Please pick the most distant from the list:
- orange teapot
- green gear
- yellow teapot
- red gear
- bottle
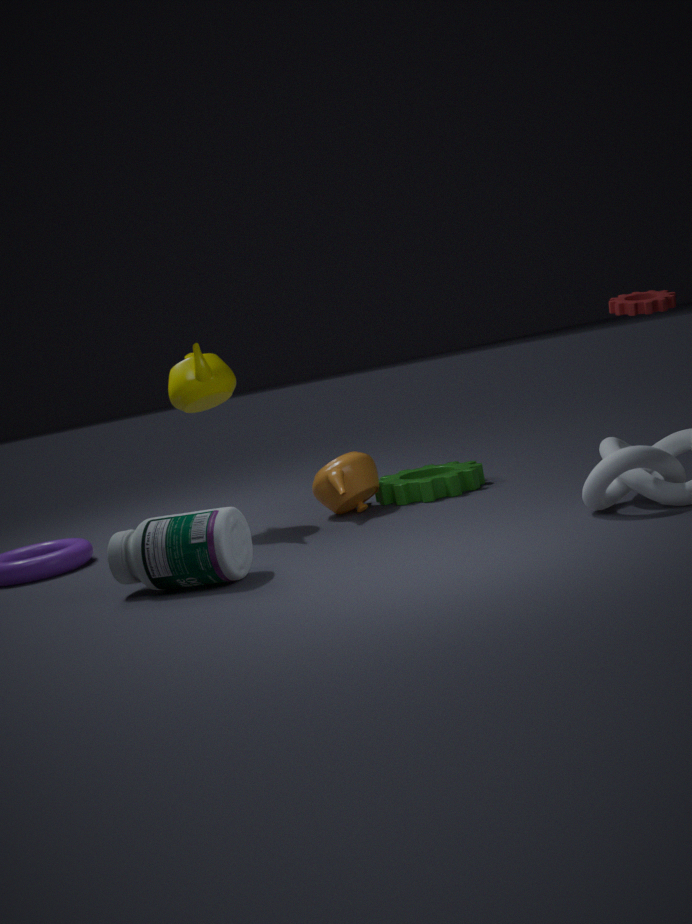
green gear
